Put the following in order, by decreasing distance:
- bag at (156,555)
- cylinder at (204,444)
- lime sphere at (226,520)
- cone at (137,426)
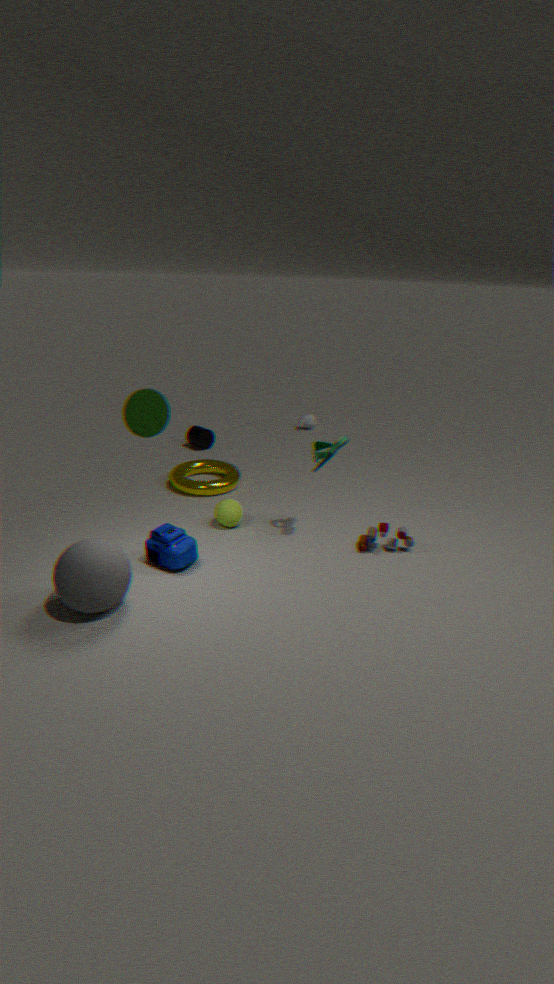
cylinder at (204,444) → lime sphere at (226,520) → bag at (156,555) → cone at (137,426)
